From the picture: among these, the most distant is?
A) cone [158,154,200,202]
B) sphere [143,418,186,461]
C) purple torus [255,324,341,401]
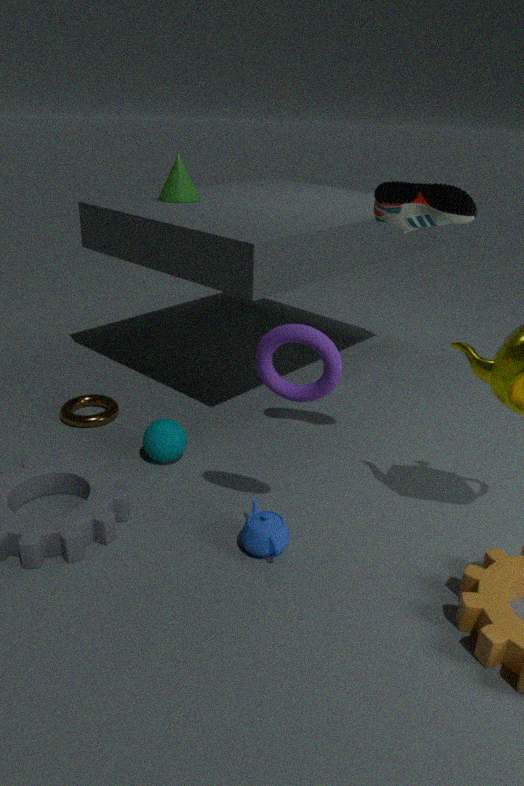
A. cone [158,154,200,202]
